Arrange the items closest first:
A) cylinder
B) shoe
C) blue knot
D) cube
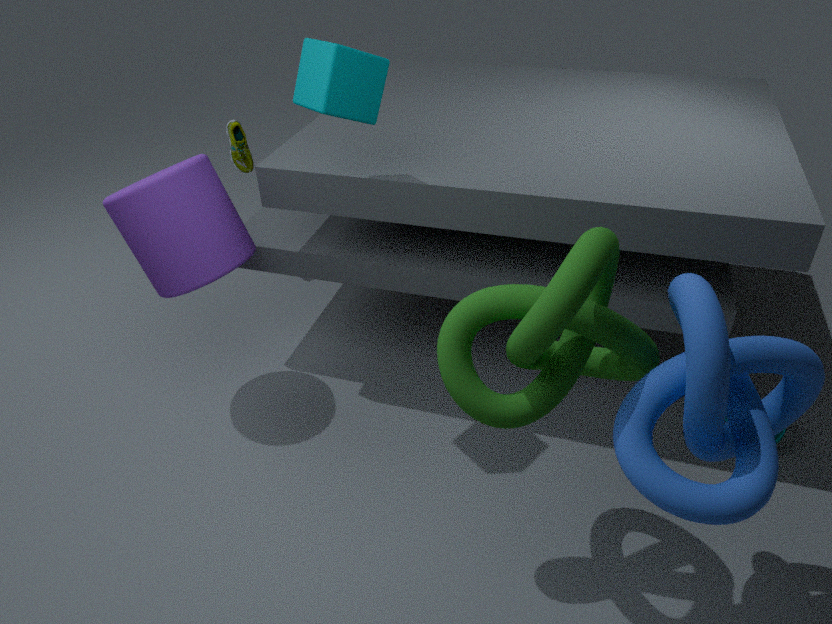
1. blue knot
2. cube
3. cylinder
4. shoe
